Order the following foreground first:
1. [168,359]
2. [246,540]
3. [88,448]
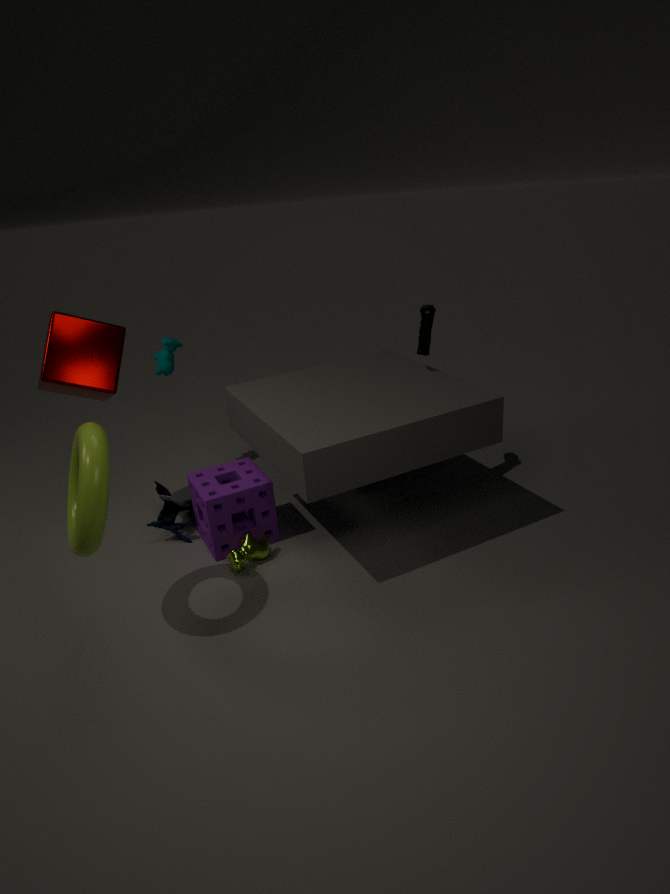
1. [88,448]
2. [246,540]
3. [168,359]
